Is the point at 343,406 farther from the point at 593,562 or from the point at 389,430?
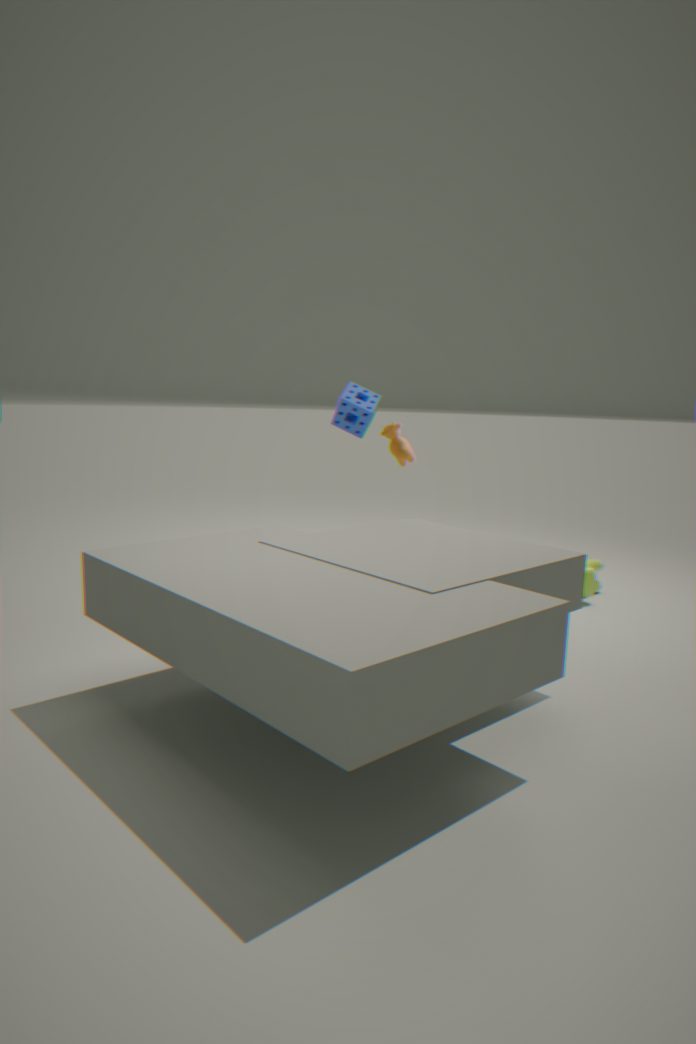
the point at 593,562
